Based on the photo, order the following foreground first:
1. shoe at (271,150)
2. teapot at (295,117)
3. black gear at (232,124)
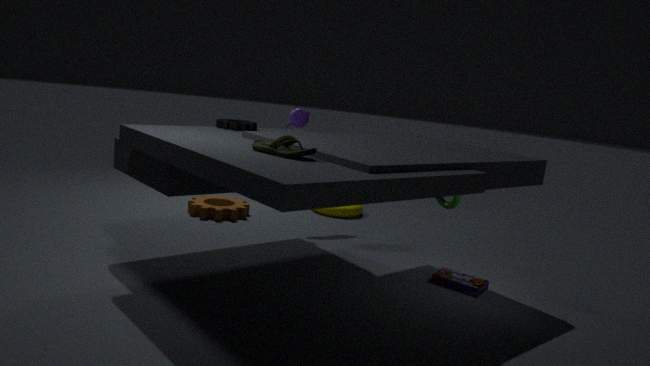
shoe at (271,150) → black gear at (232,124) → teapot at (295,117)
